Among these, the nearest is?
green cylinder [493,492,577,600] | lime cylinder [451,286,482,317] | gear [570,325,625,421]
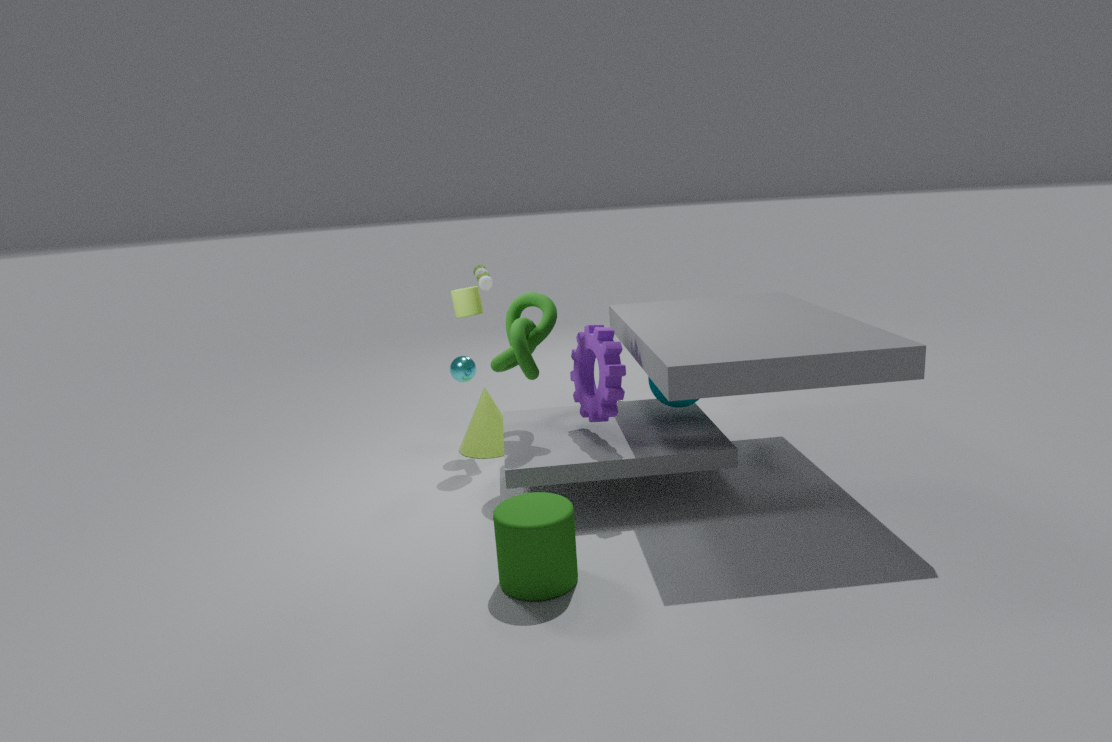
green cylinder [493,492,577,600]
